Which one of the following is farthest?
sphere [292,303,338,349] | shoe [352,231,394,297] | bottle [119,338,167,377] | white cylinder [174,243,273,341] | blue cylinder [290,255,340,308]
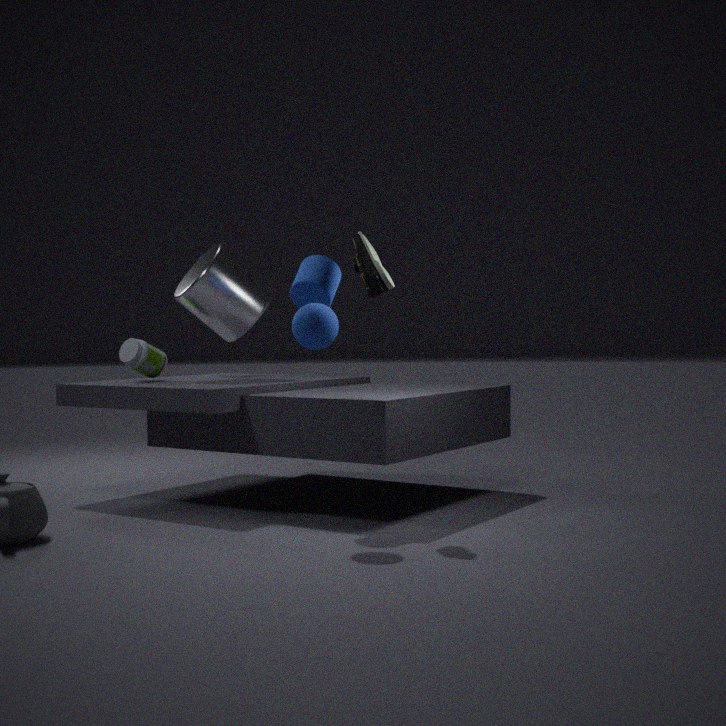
bottle [119,338,167,377]
